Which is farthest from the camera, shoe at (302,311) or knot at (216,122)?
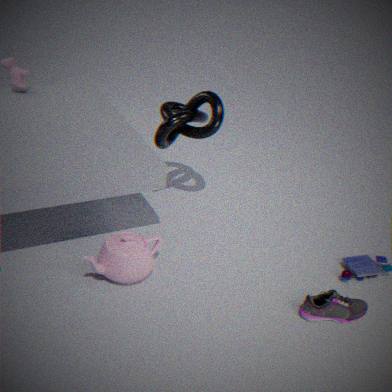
knot at (216,122)
